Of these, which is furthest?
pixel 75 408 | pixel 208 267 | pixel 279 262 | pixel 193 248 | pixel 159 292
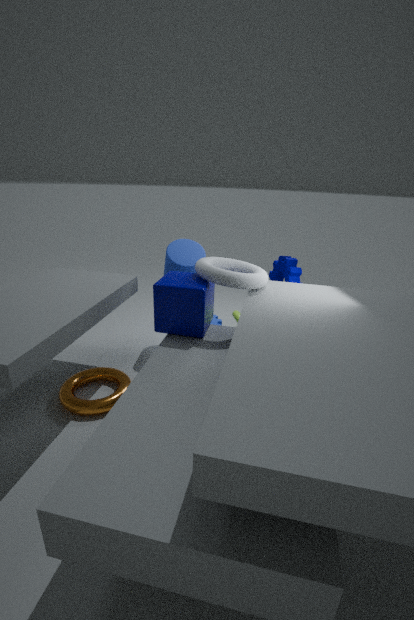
pixel 193 248
